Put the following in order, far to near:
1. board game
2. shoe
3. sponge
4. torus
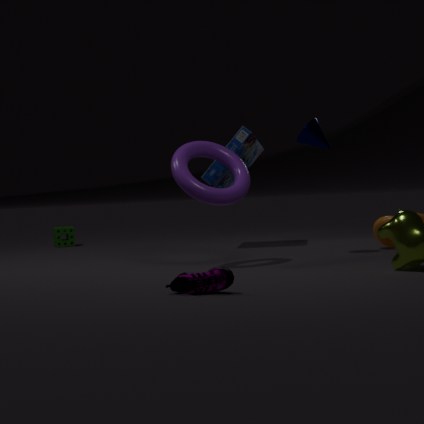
sponge → board game → torus → shoe
